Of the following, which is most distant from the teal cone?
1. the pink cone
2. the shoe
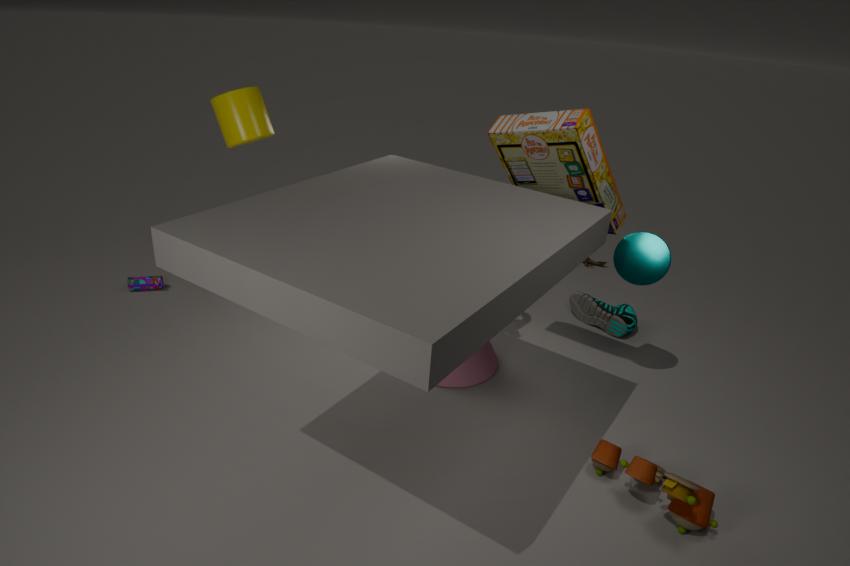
the pink cone
